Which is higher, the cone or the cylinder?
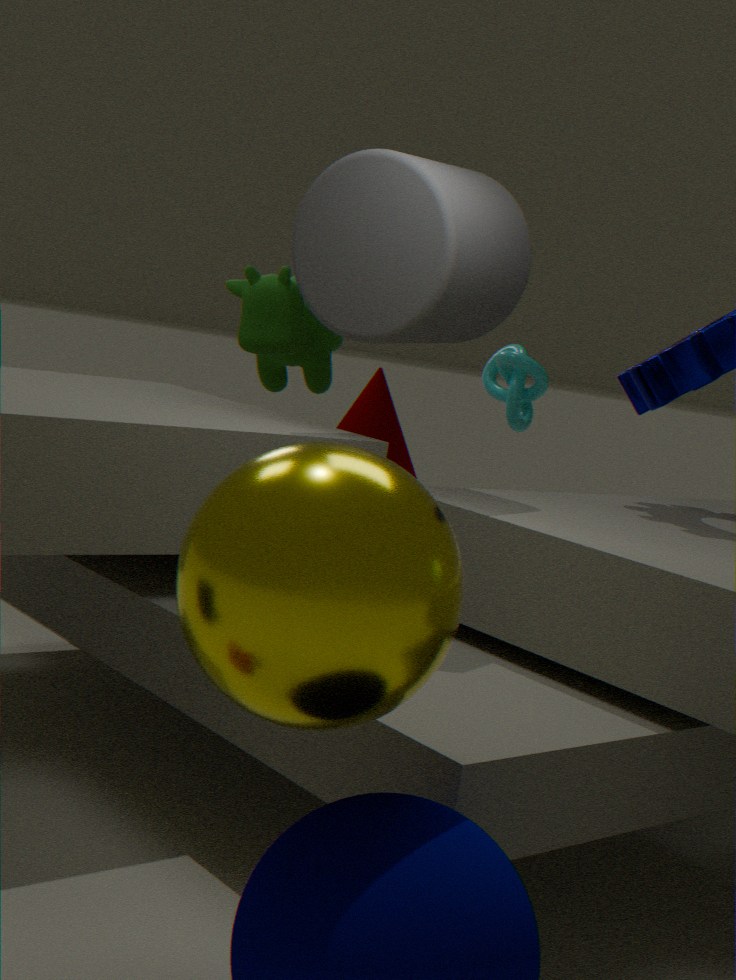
the cylinder
